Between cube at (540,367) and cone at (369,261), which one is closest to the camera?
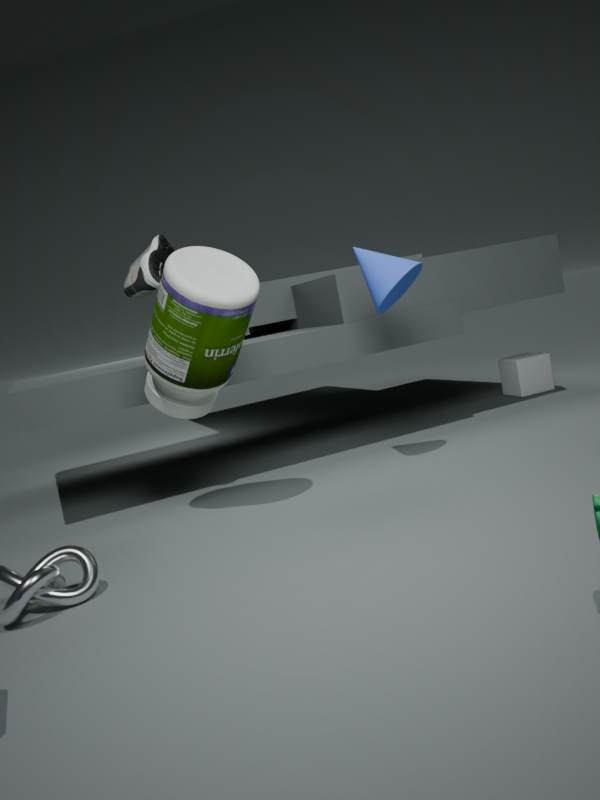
cone at (369,261)
